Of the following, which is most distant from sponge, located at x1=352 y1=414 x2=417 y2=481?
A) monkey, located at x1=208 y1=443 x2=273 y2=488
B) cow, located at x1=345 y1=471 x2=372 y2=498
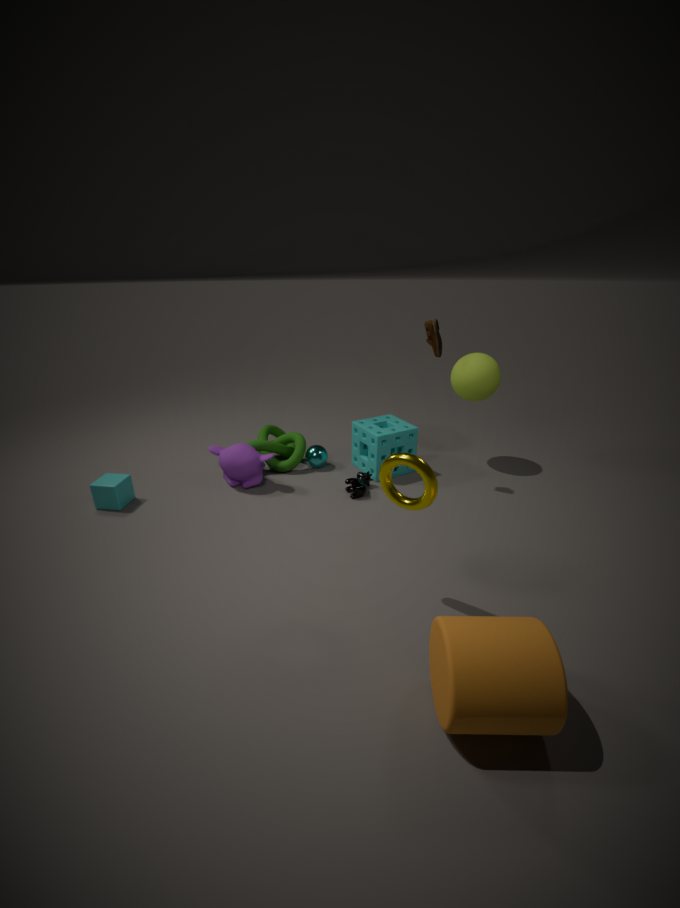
monkey, located at x1=208 y1=443 x2=273 y2=488
